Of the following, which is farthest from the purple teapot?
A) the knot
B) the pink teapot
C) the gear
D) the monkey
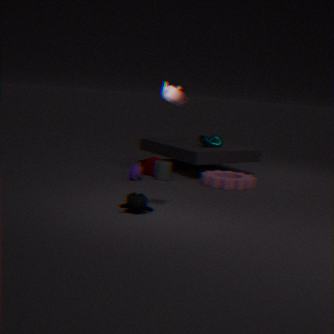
the pink teapot
